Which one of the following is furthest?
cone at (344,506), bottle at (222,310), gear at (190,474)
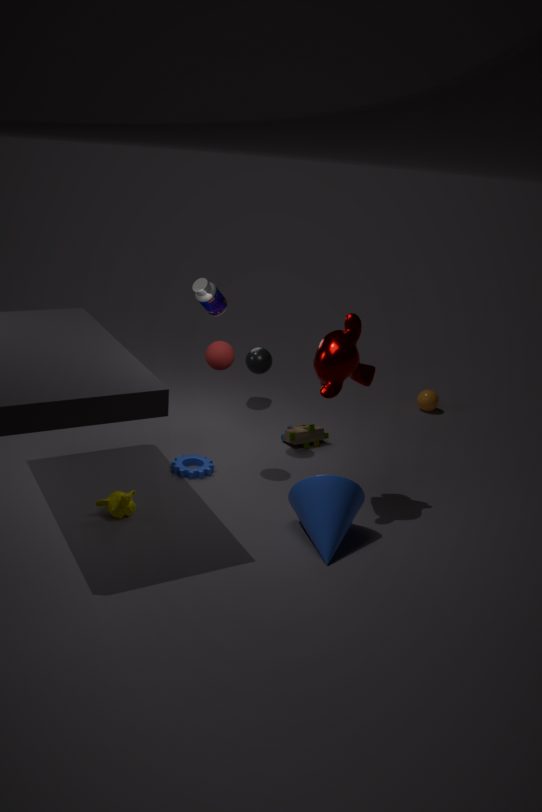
bottle at (222,310)
